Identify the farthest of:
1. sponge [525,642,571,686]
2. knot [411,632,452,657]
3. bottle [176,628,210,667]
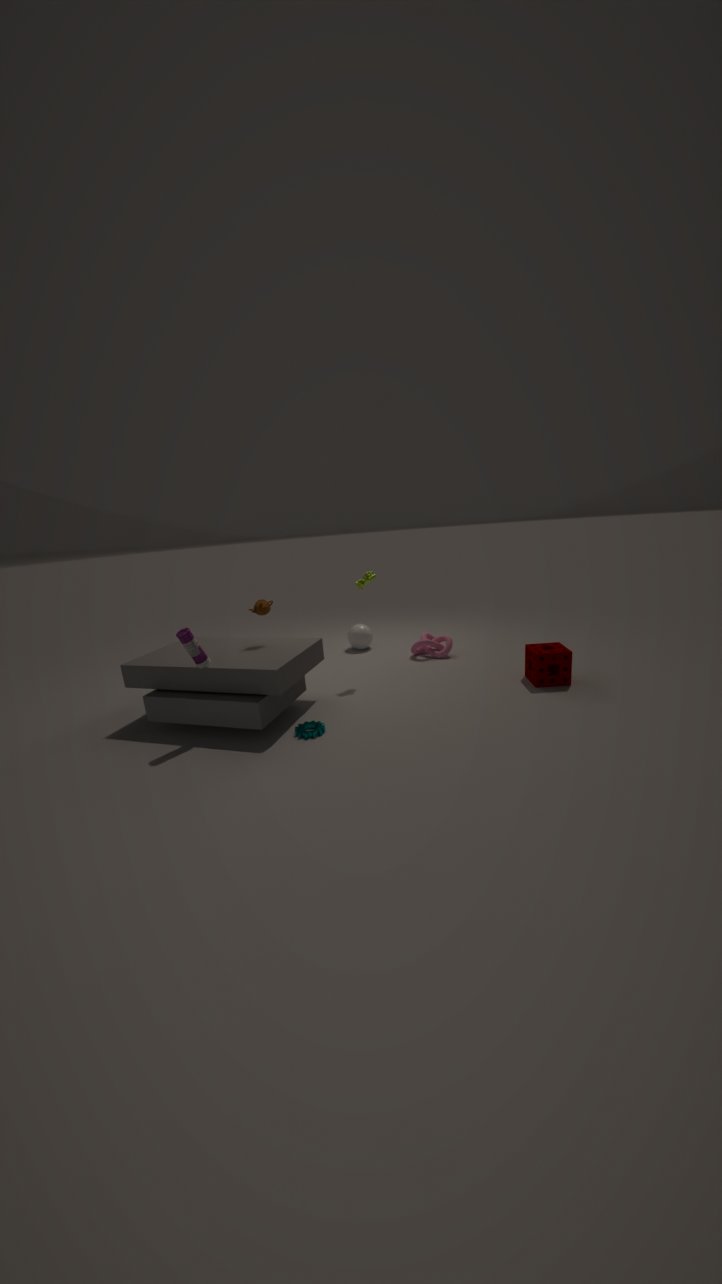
knot [411,632,452,657]
